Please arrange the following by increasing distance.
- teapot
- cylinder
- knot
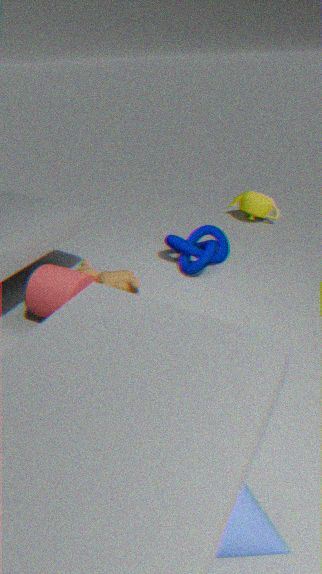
1. cylinder
2. knot
3. teapot
